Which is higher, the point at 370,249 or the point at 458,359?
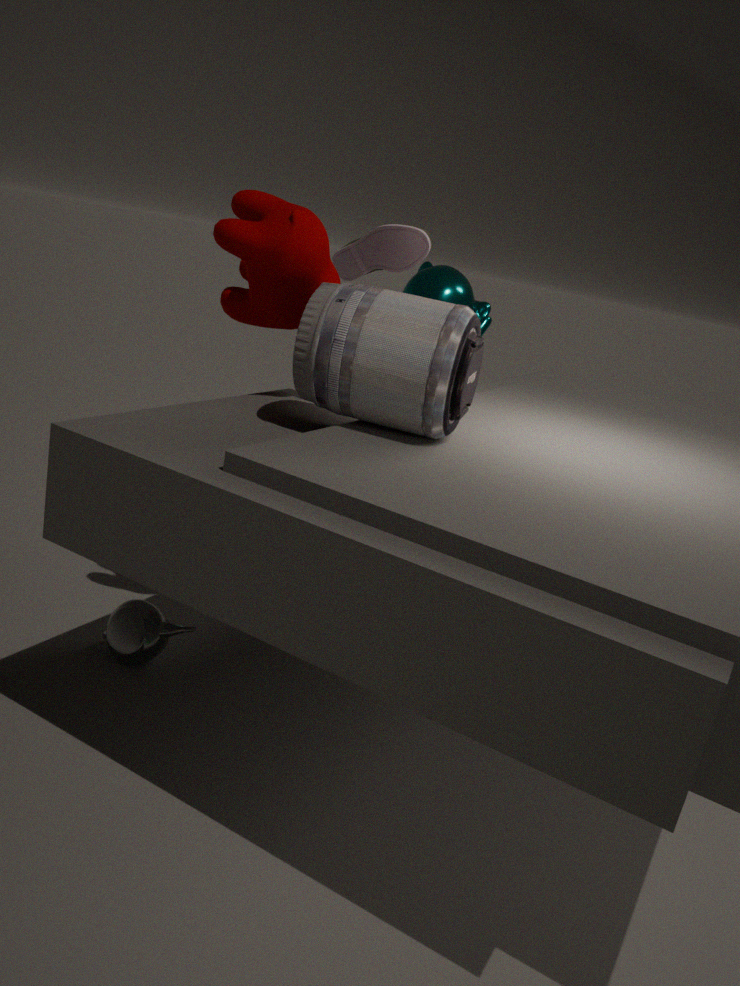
the point at 370,249
